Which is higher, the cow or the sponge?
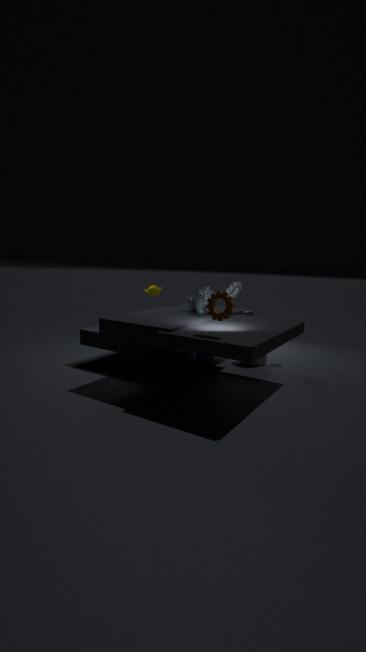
the cow
